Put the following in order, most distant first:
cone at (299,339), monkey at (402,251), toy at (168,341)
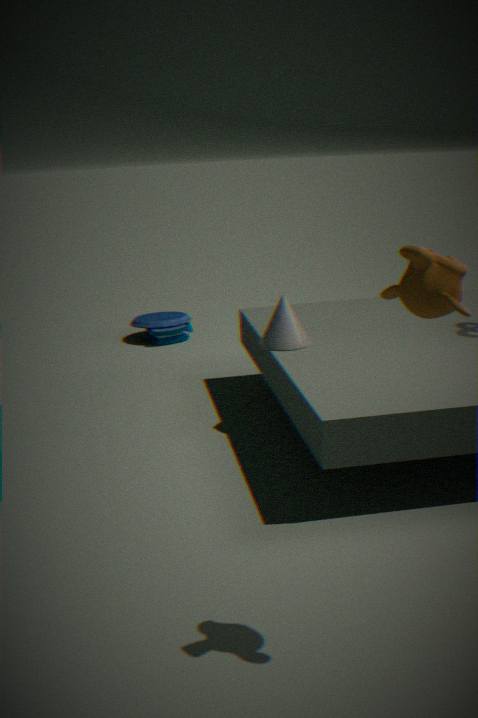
toy at (168,341), cone at (299,339), monkey at (402,251)
